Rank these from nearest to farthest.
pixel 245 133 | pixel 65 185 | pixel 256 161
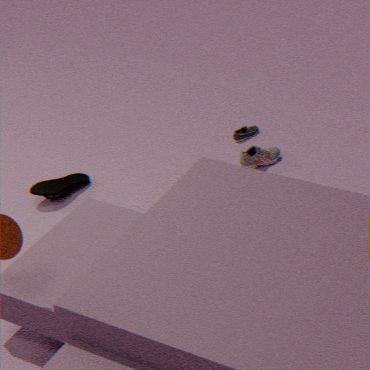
pixel 65 185
pixel 256 161
pixel 245 133
